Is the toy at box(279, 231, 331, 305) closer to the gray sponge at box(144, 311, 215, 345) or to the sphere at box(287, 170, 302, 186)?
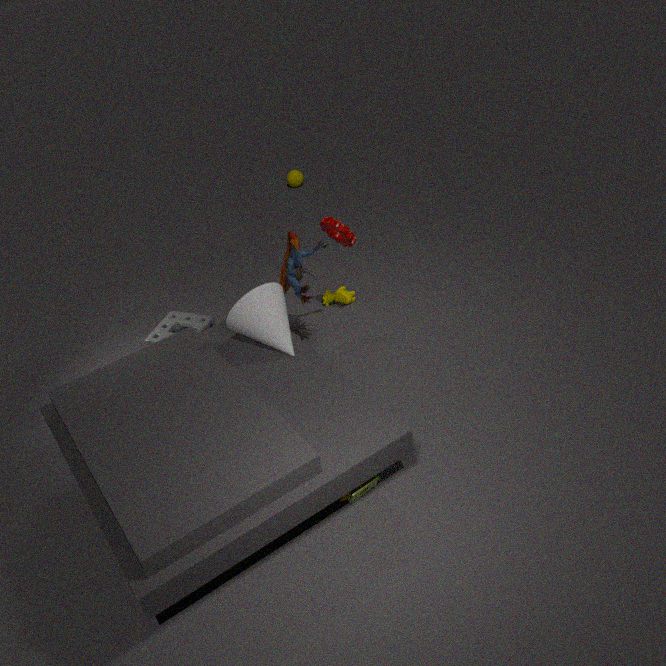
the gray sponge at box(144, 311, 215, 345)
